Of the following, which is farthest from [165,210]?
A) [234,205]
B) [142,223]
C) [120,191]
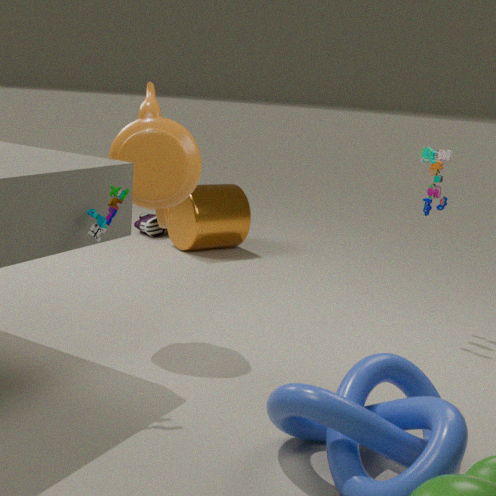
[142,223]
